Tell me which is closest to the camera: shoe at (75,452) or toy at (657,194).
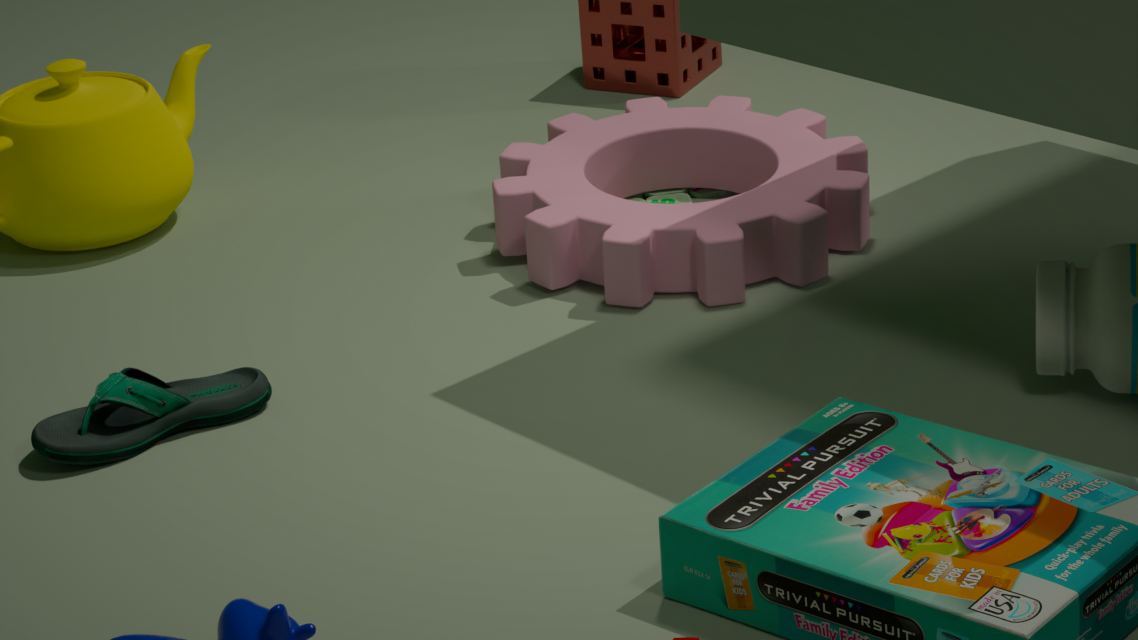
shoe at (75,452)
